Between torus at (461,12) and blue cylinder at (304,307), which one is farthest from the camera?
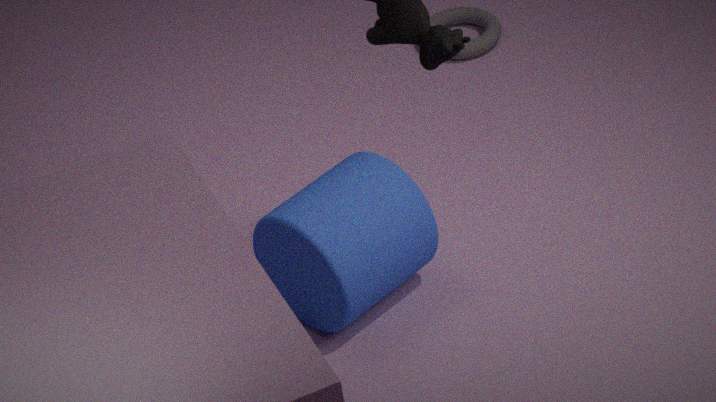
torus at (461,12)
